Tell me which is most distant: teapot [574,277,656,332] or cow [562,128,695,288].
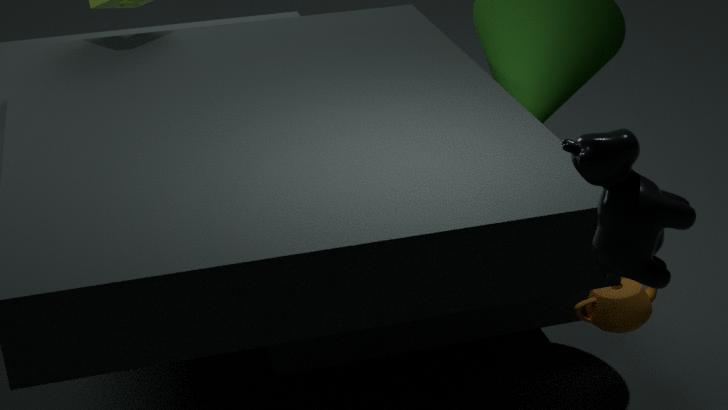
teapot [574,277,656,332]
